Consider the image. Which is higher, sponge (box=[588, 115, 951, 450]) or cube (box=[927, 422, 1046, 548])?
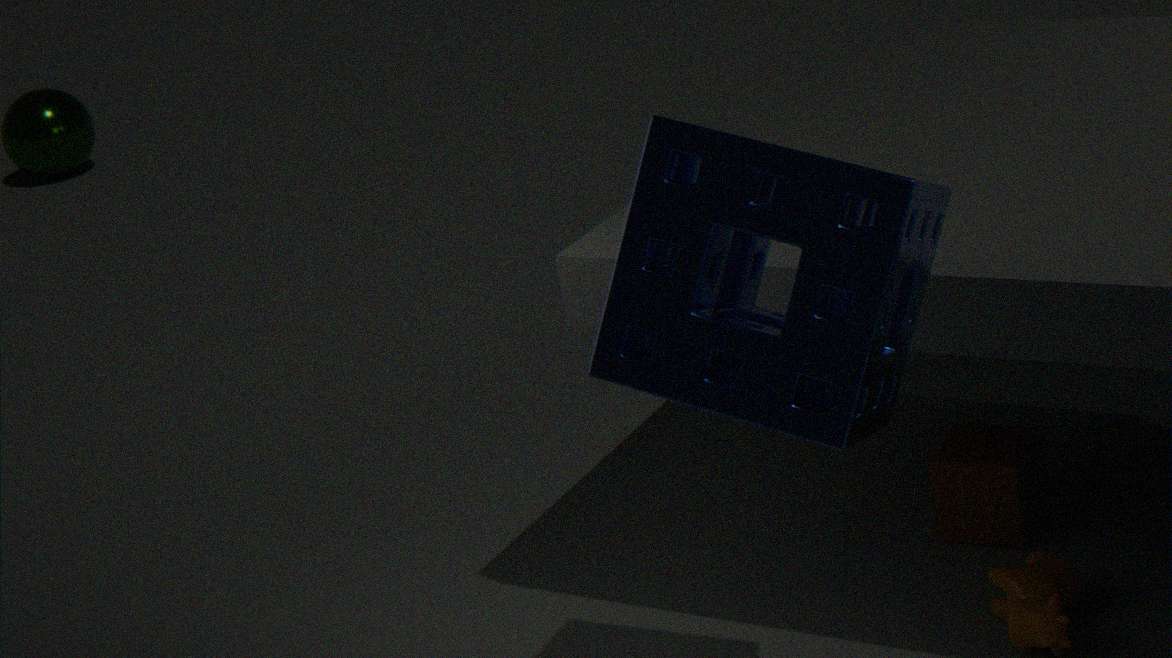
sponge (box=[588, 115, 951, 450])
